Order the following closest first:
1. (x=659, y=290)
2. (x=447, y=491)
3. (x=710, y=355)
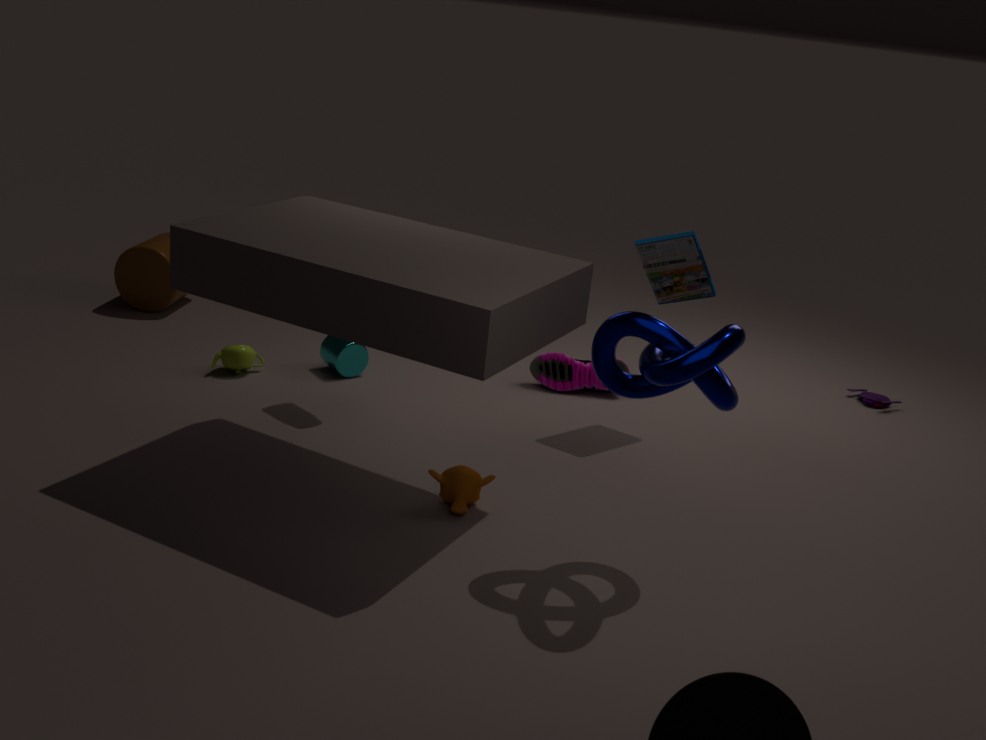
(x=710, y=355) < (x=447, y=491) < (x=659, y=290)
